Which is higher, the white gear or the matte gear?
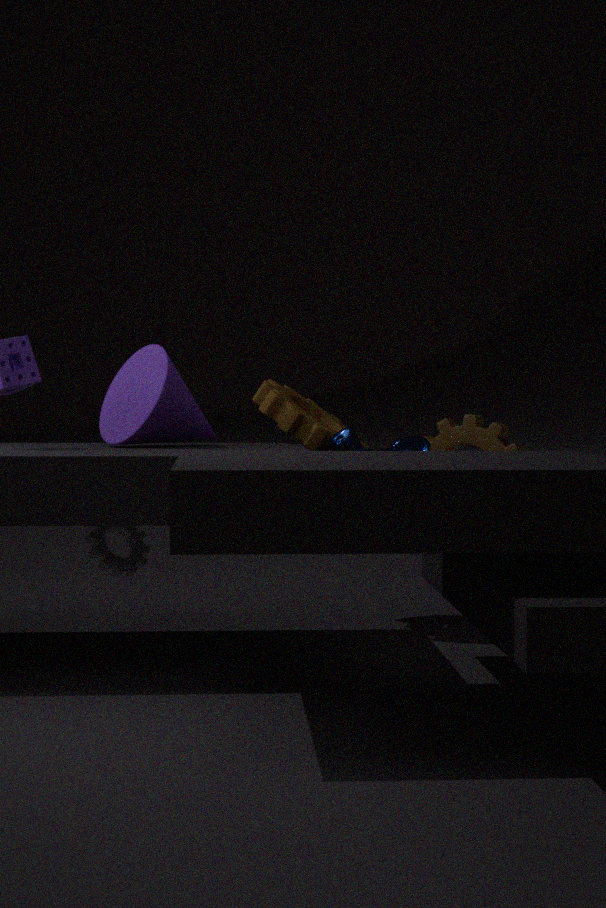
the matte gear
